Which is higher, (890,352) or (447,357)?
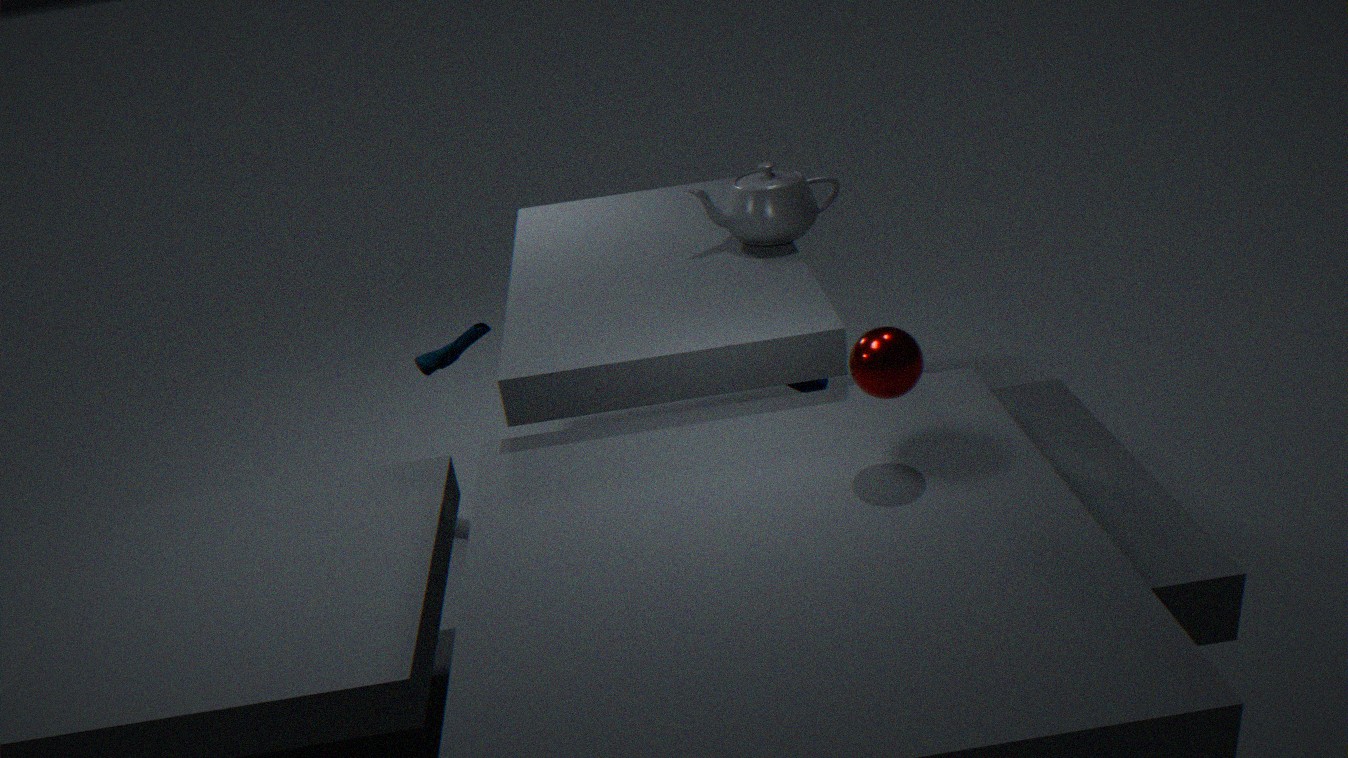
(890,352)
